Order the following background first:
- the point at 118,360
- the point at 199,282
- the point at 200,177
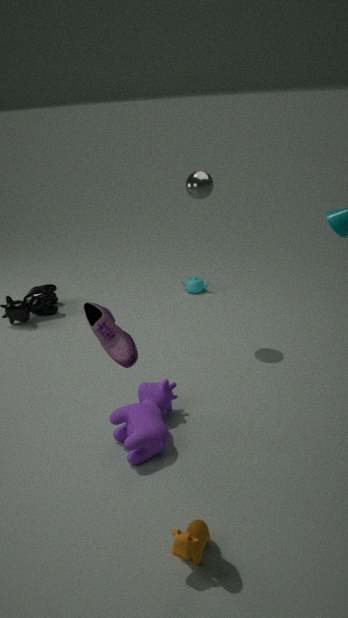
the point at 199,282
the point at 200,177
the point at 118,360
